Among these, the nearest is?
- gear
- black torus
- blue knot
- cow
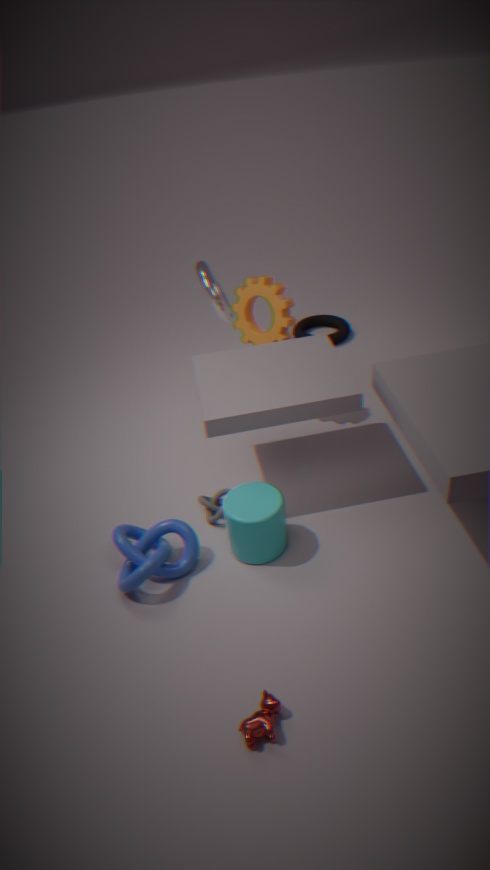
cow
